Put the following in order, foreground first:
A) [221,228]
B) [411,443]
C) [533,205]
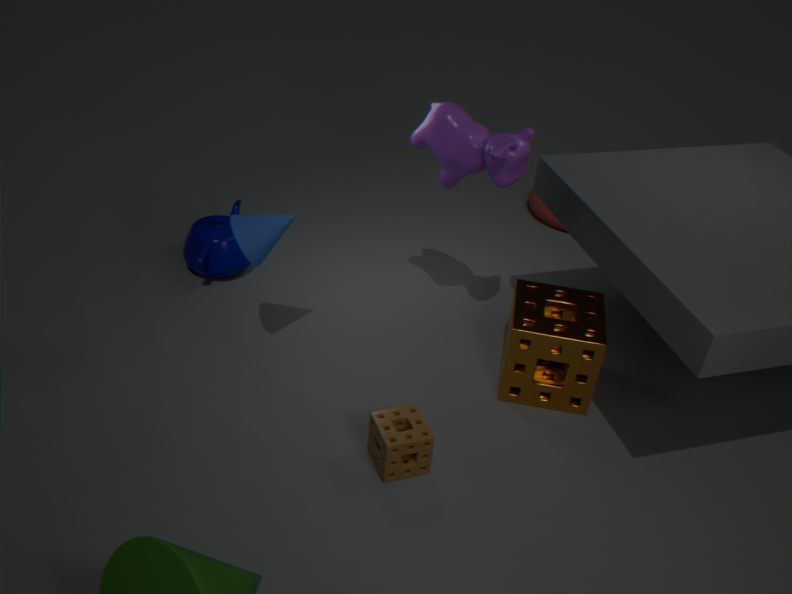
[411,443] → [221,228] → [533,205]
